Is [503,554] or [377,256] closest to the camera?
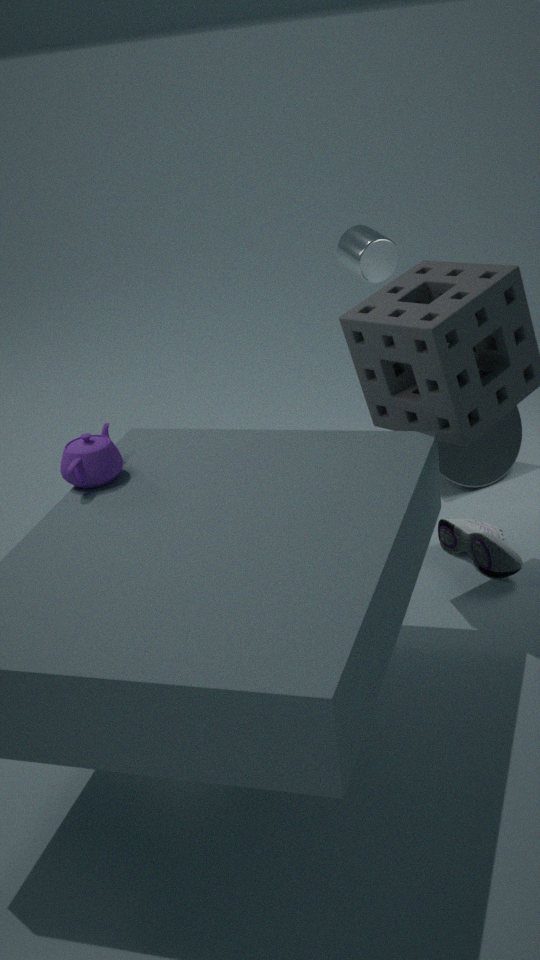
[503,554]
